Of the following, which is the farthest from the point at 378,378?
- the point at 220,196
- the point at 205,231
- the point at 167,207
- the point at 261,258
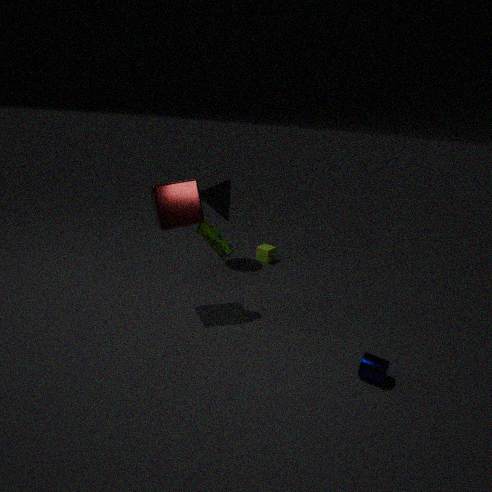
the point at 220,196
